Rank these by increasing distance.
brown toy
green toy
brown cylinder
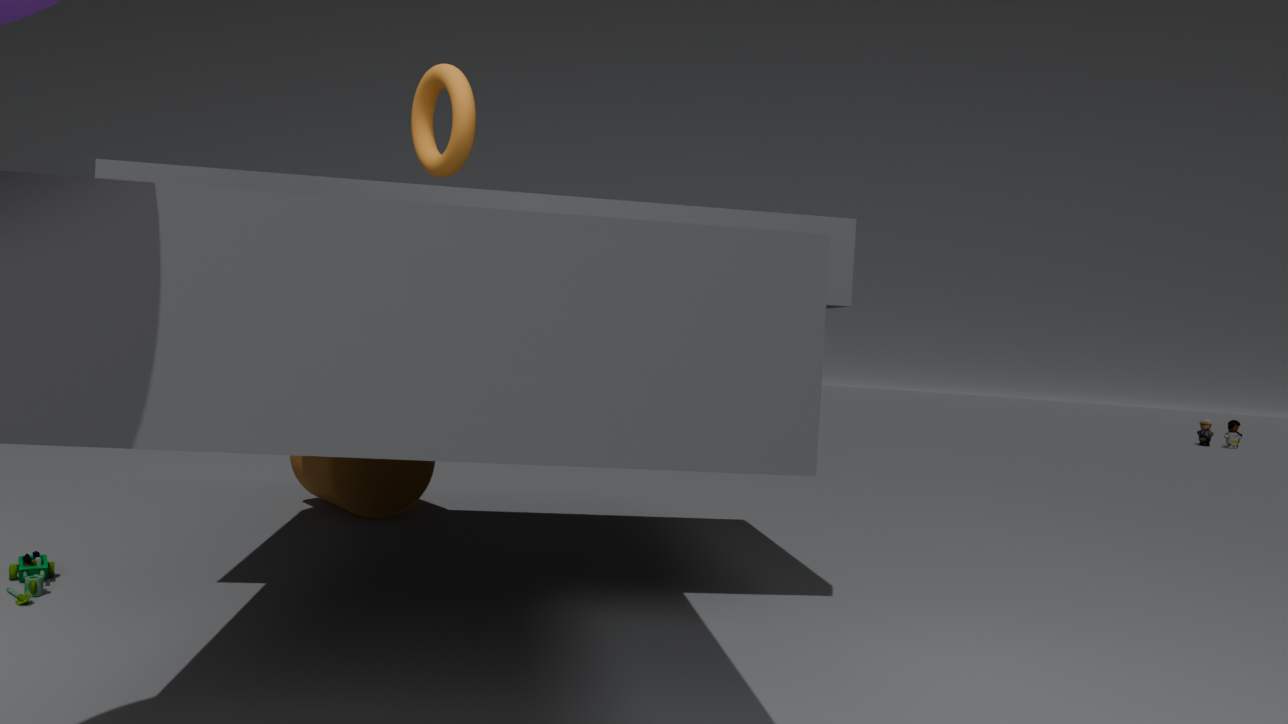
green toy → brown cylinder → brown toy
